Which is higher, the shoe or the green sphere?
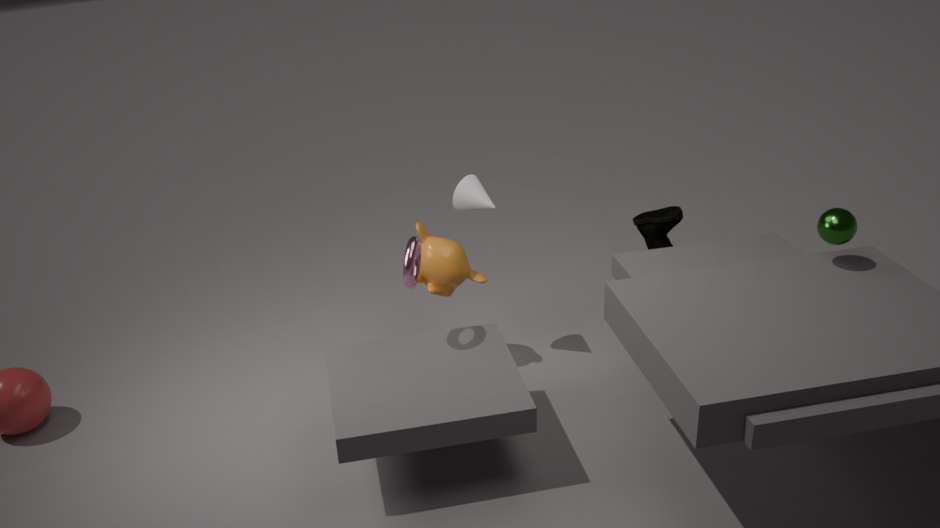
the green sphere
